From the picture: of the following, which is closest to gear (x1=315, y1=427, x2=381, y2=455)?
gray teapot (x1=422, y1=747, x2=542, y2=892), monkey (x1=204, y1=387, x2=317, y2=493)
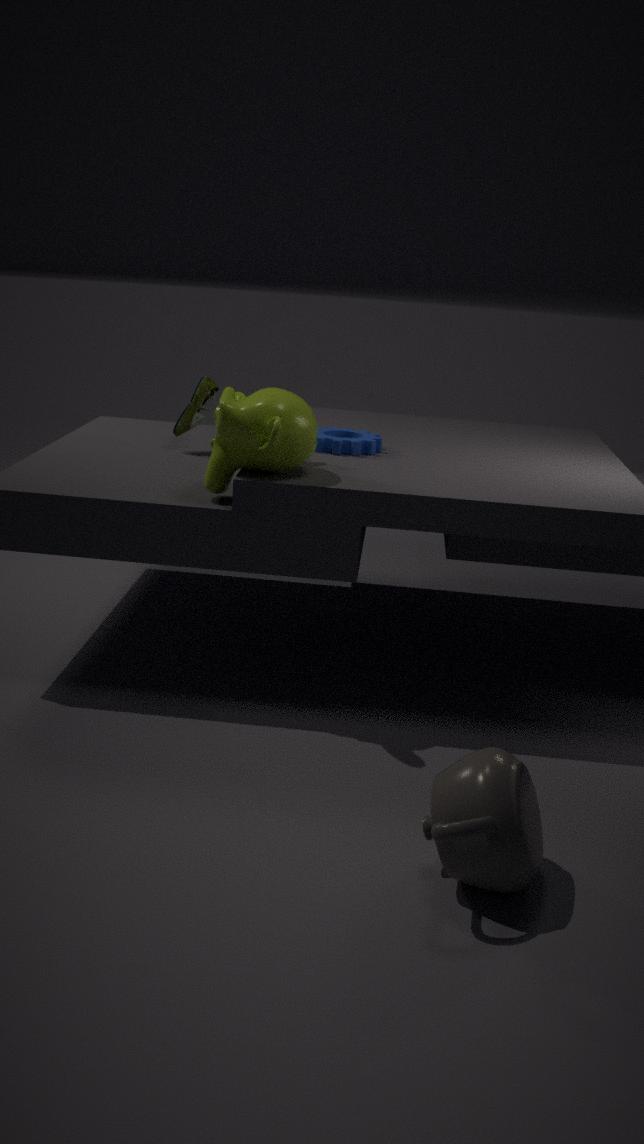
monkey (x1=204, y1=387, x2=317, y2=493)
